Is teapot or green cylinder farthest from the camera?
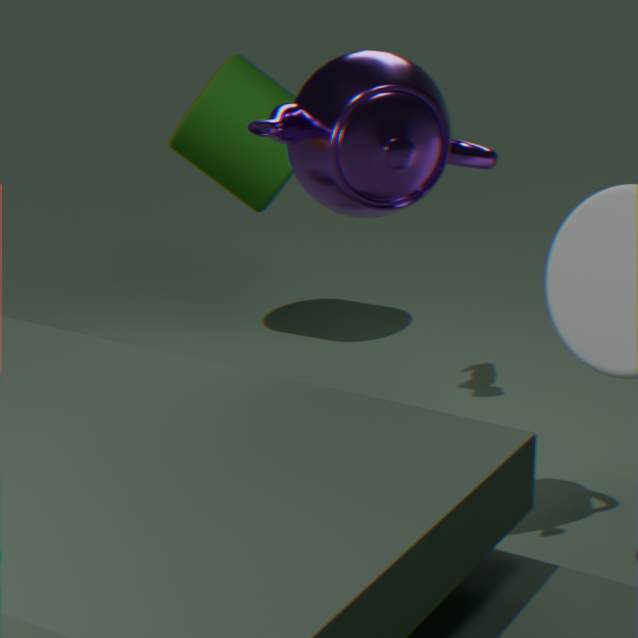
green cylinder
